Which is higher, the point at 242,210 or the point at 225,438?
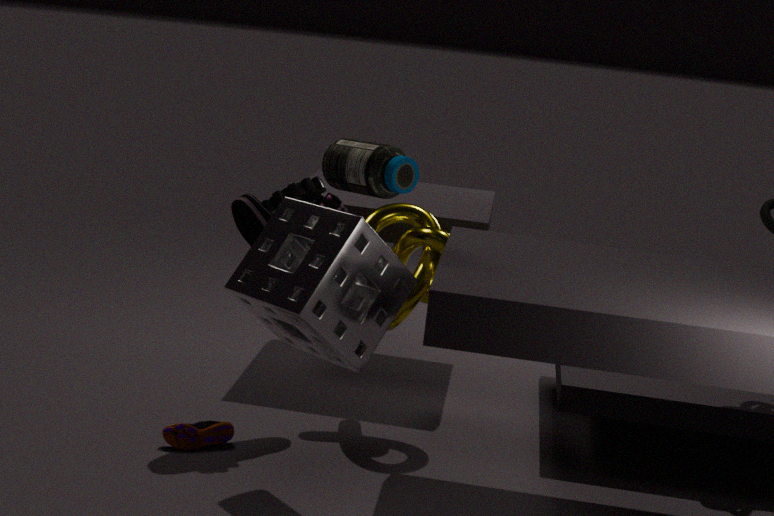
the point at 242,210
